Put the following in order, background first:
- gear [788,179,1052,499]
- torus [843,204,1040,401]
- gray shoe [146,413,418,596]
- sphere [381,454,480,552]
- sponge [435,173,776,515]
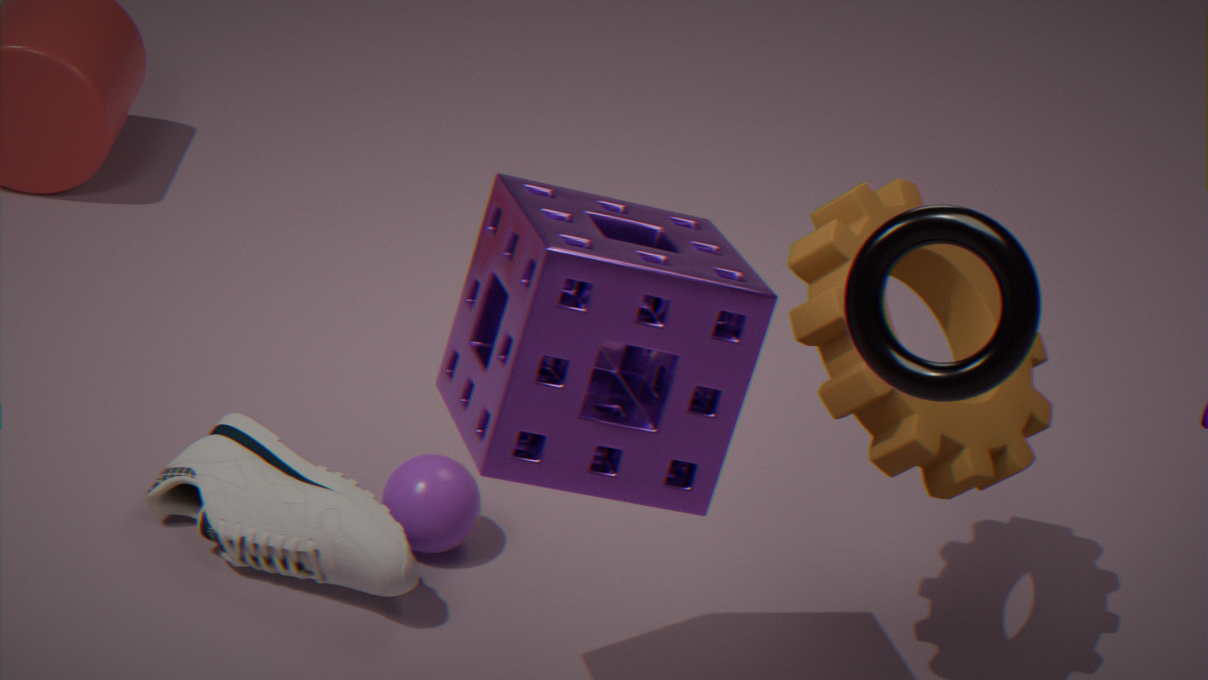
1. sphere [381,454,480,552]
2. gray shoe [146,413,418,596]
3. gear [788,179,1052,499]
4. sponge [435,173,776,515]
5. torus [843,204,1040,401]
